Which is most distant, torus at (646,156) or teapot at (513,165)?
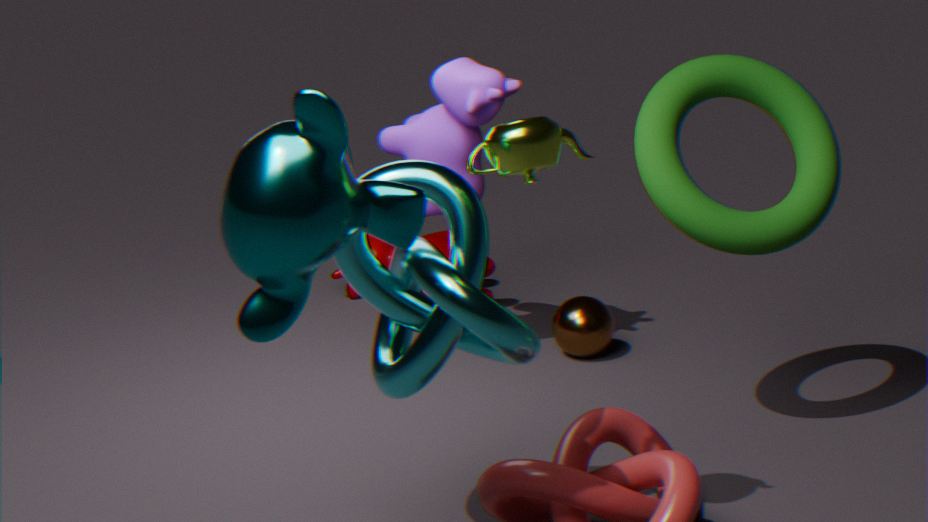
torus at (646,156)
